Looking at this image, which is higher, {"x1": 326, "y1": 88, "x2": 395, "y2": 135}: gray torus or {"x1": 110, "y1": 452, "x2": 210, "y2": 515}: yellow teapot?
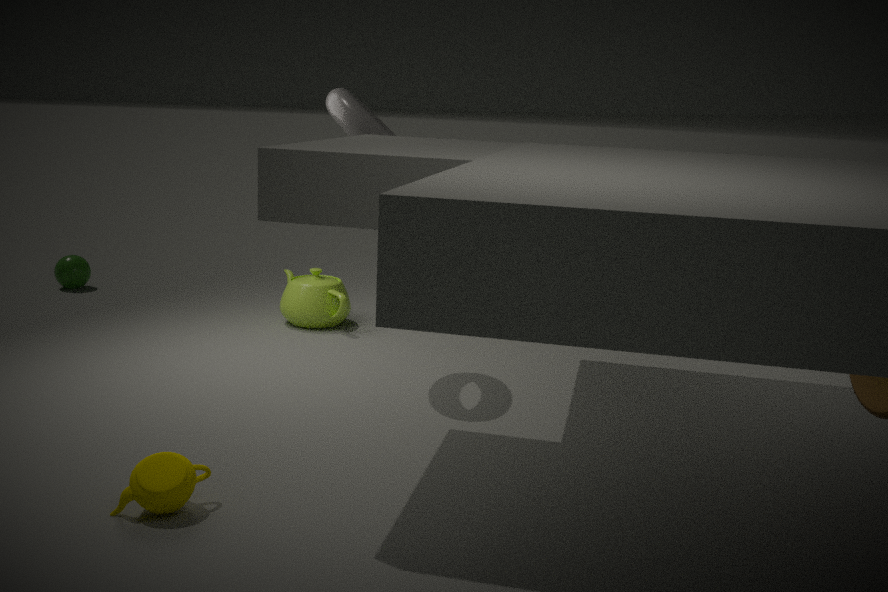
{"x1": 326, "y1": 88, "x2": 395, "y2": 135}: gray torus
